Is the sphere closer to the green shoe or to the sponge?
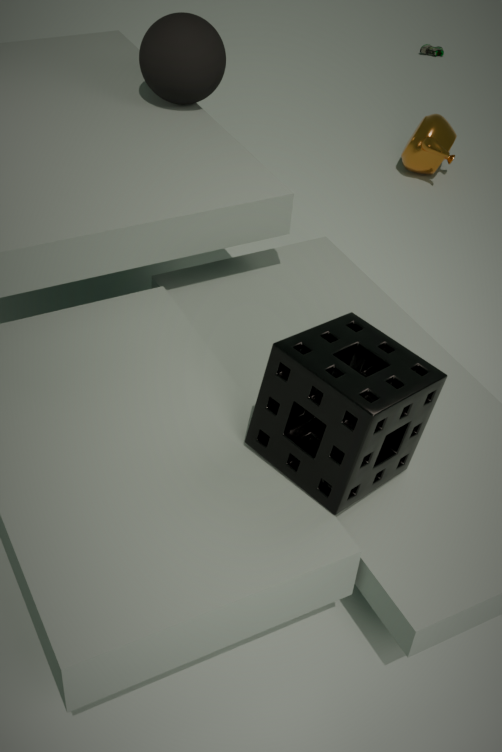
the sponge
